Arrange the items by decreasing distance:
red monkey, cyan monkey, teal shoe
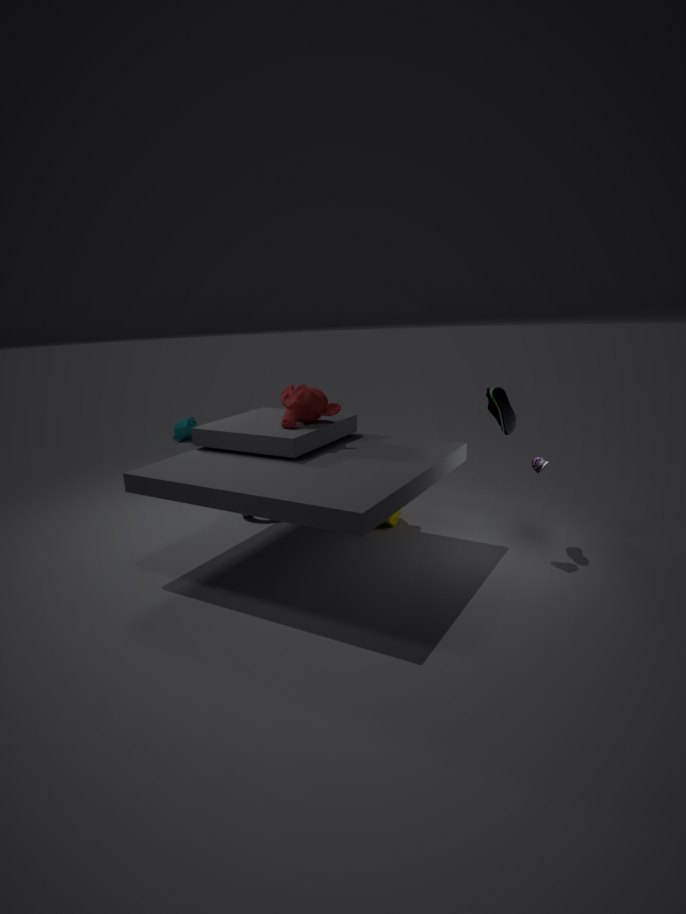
cyan monkey, red monkey, teal shoe
